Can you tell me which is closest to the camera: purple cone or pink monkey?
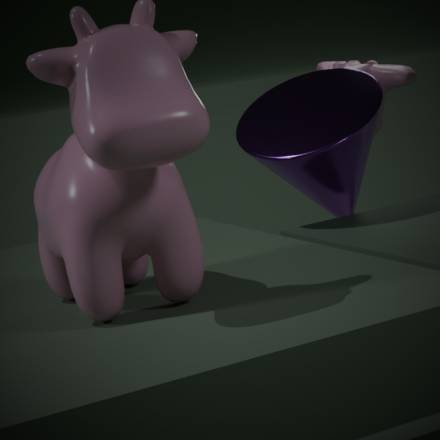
purple cone
